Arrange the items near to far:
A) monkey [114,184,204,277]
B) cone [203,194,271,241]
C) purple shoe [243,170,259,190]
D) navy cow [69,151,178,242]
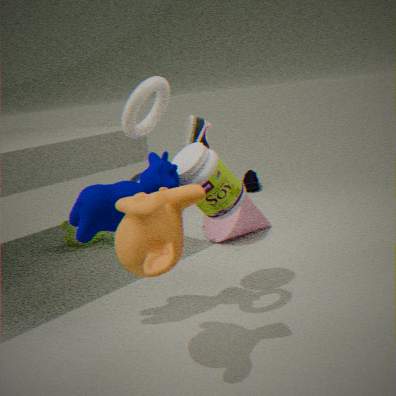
monkey [114,184,204,277] < navy cow [69,151,178,242] < cone [203,194,271,241] < purple shoe [243,170,259,190]
